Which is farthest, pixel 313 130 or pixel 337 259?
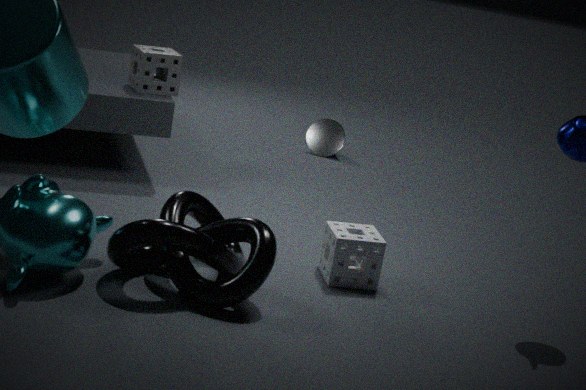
pixel 313 130
